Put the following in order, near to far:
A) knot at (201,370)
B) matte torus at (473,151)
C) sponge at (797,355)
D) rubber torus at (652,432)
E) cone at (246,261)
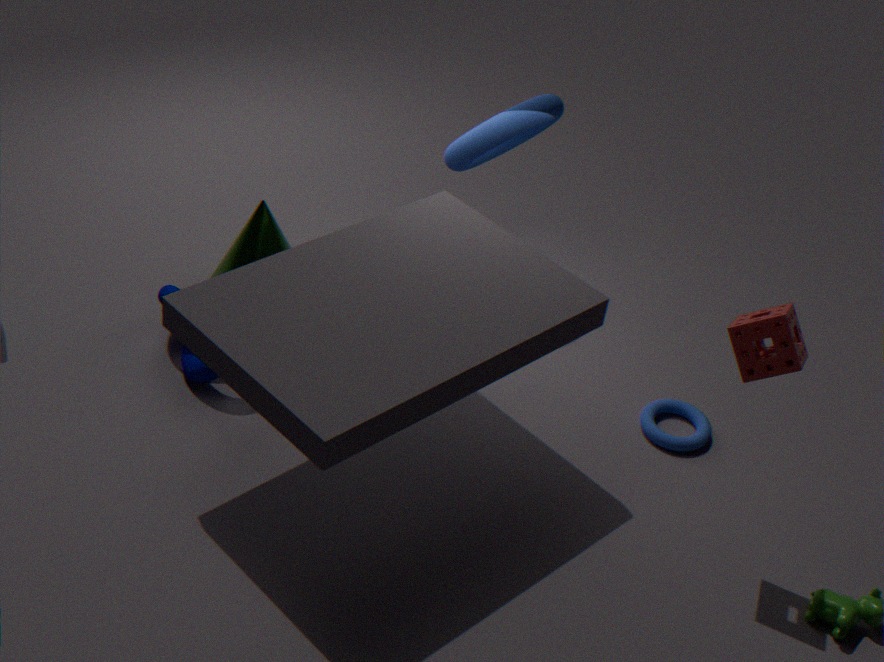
sponge at (797,355) → knot at (201,370) → rubber torus at (652,432) → matte torus at (473,151) → cone at (246,261)
